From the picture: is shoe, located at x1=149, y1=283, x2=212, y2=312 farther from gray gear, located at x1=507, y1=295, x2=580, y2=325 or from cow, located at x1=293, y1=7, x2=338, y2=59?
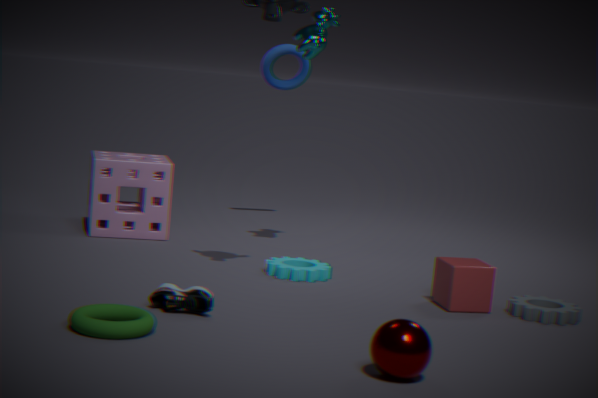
cow, located at x1=293, y1=7, x2=338, y2=59
